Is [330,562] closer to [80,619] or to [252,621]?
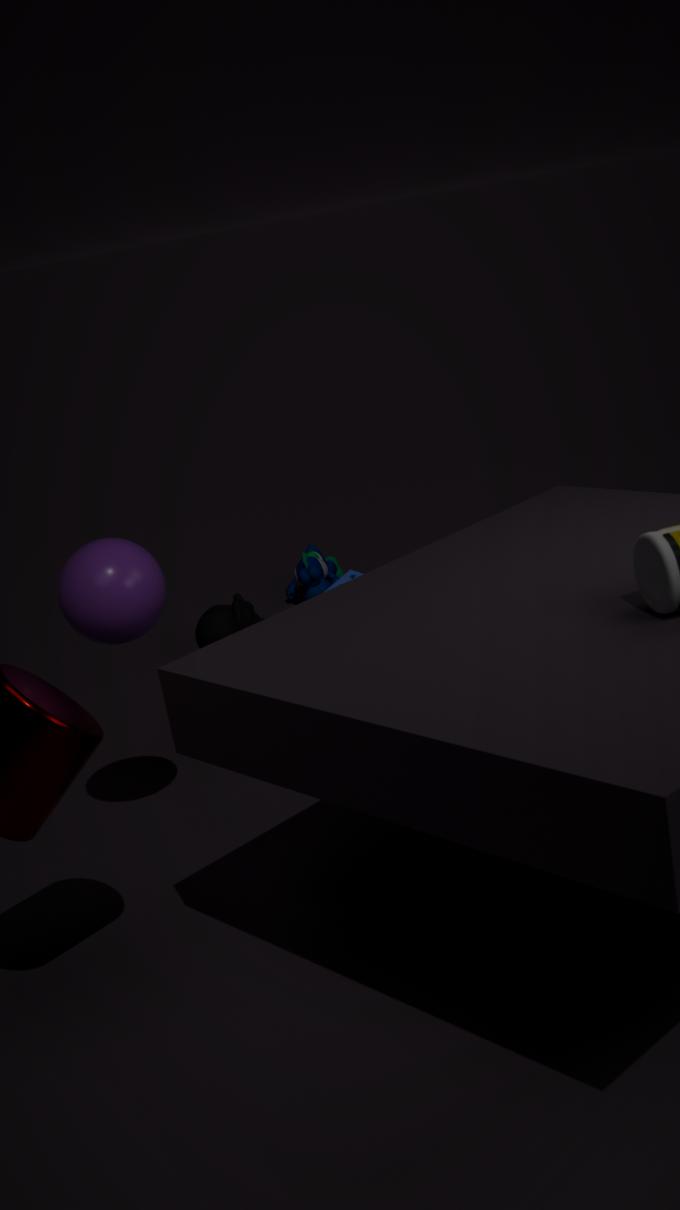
[252,621]
